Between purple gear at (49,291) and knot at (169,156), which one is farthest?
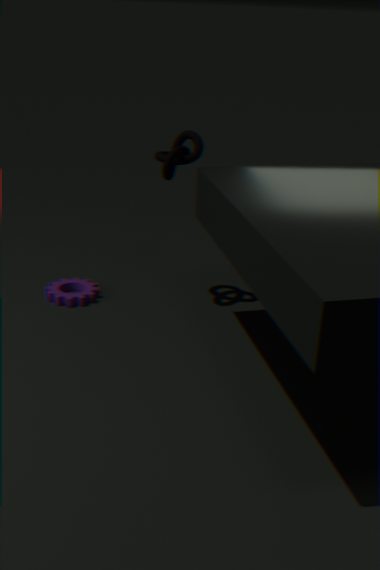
purple gear at (49,291)
